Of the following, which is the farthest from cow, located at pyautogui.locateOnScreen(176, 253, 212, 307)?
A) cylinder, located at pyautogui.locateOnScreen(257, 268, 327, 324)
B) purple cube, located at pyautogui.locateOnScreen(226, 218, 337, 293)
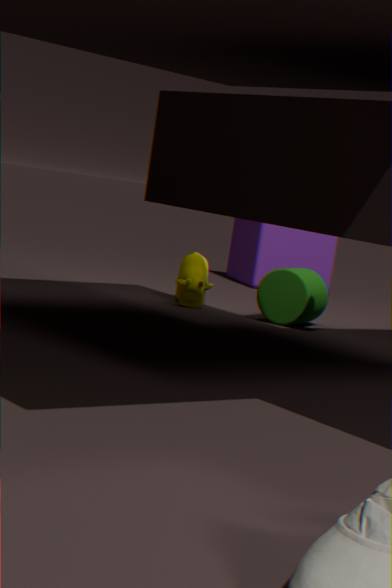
purple cube, located at pyautogui.locateOnScreen(226, 218, 337, 293)
